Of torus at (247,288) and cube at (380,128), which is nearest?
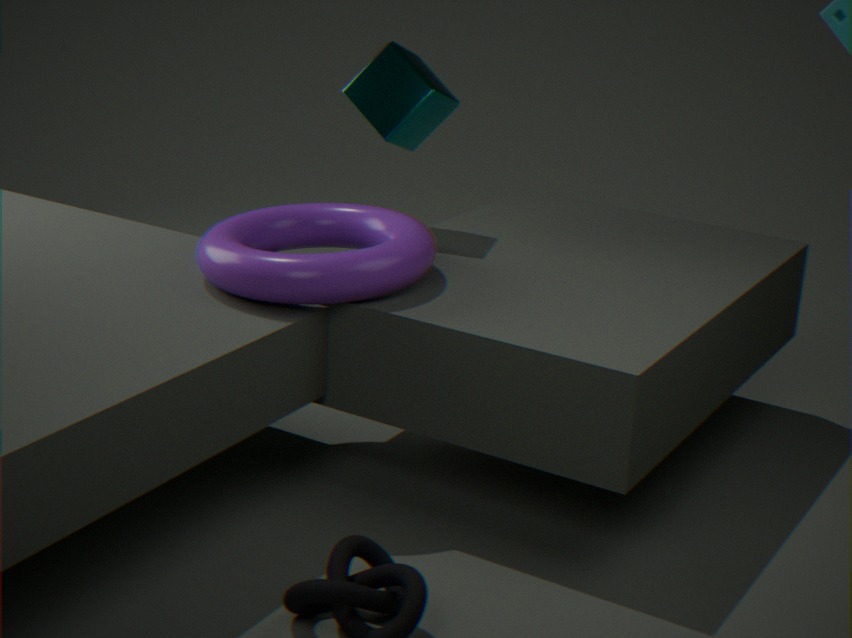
torus at (247,288)
